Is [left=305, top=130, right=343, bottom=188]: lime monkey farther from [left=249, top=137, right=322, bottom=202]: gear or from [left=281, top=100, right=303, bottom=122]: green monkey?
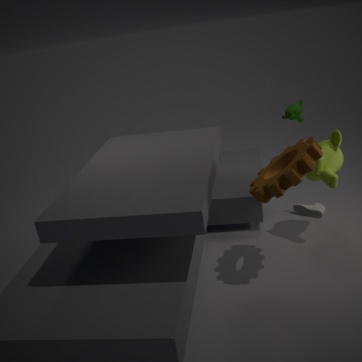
[left=281, top=100, right=303, bottom=122]: green monkey
